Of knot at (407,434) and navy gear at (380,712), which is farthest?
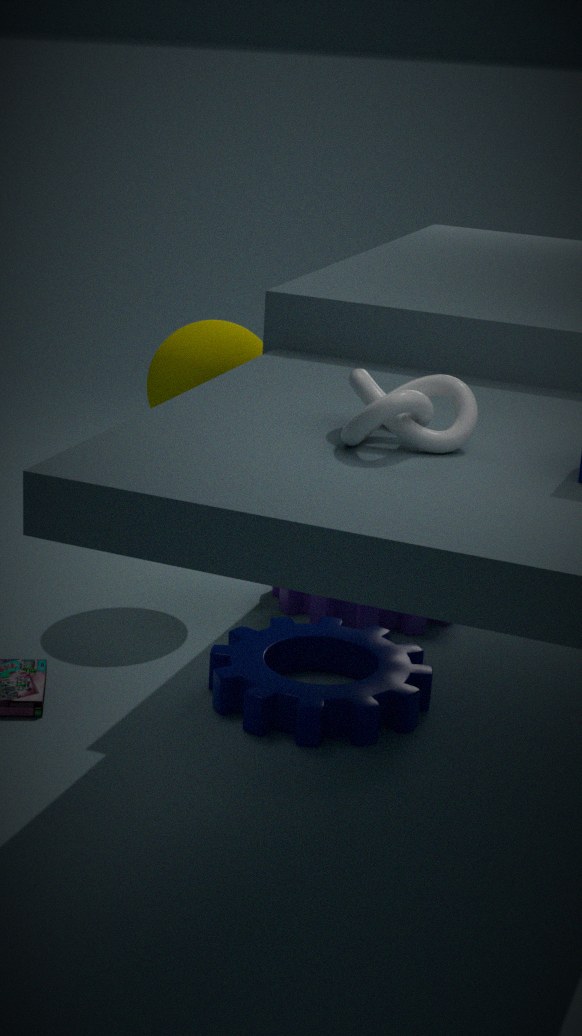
navy gear at (380,712)
